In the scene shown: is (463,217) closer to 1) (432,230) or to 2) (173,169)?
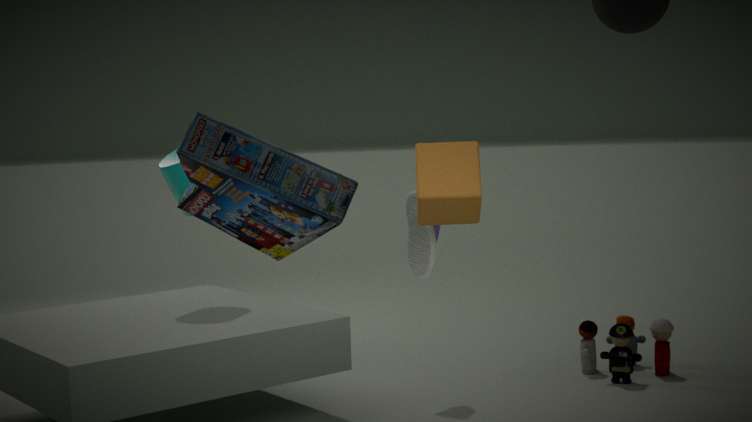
1) (432,230)
